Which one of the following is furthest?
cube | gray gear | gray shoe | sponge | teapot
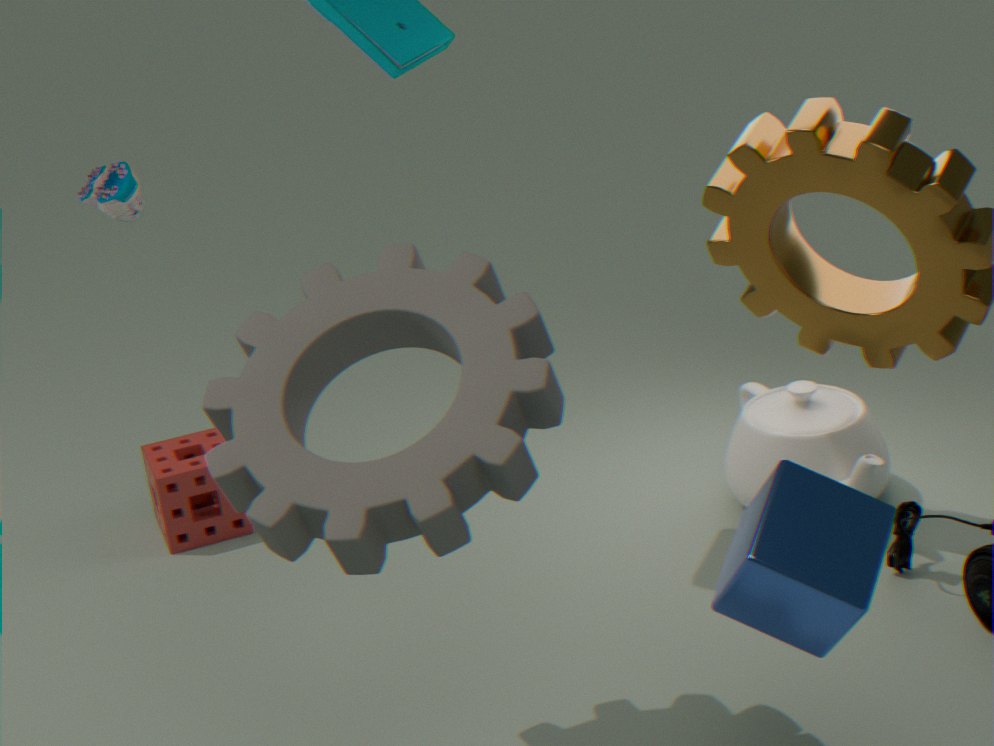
sponge
